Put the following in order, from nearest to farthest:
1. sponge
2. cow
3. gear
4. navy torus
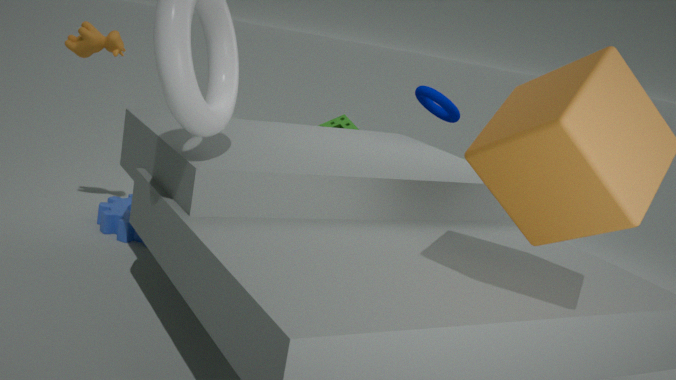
cow < gear < navy torus < sponge
